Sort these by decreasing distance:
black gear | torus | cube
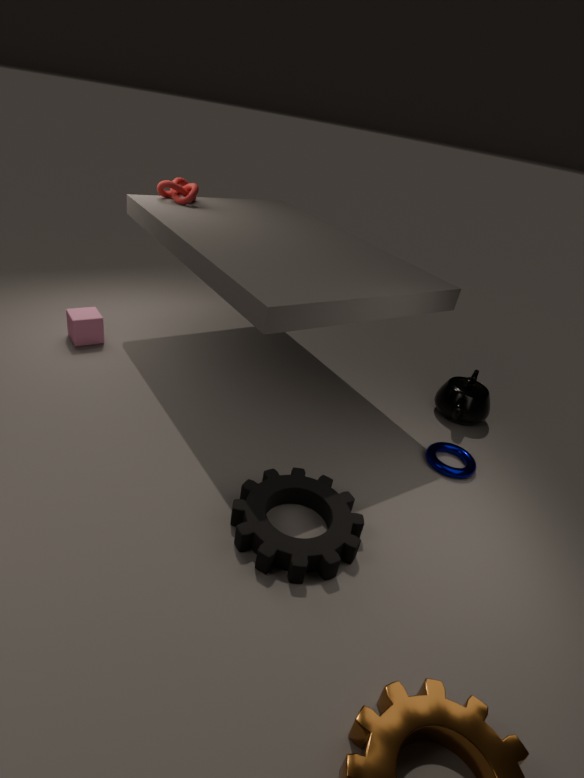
cube < torus < black gear
